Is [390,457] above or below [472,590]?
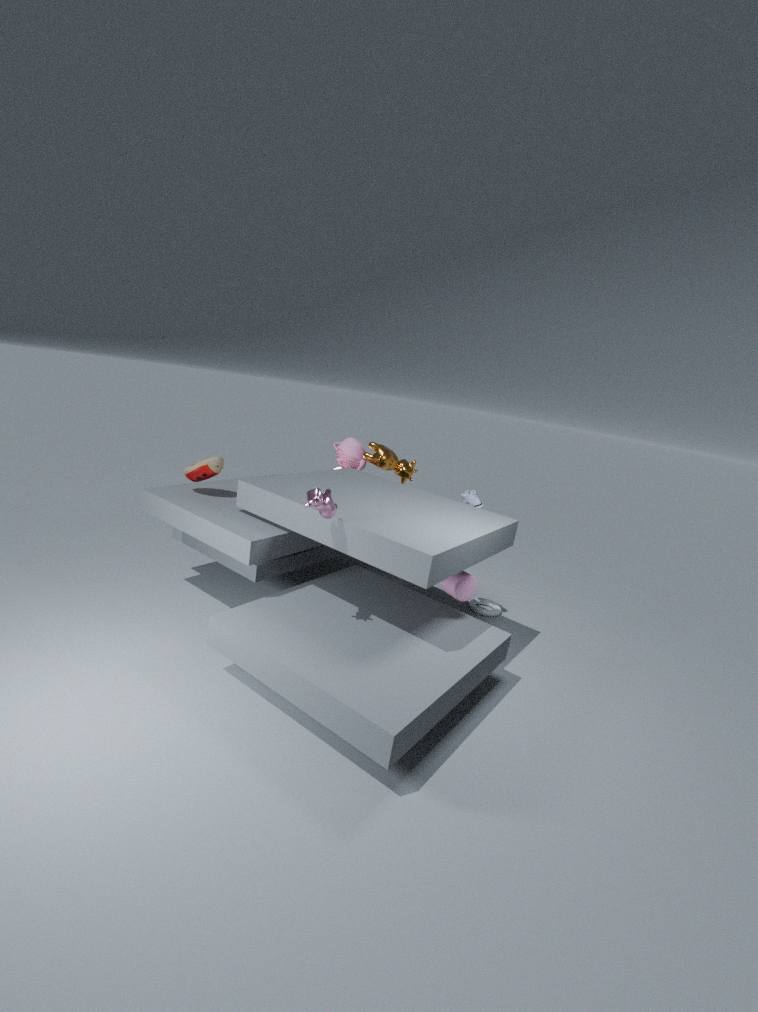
Answer: above
